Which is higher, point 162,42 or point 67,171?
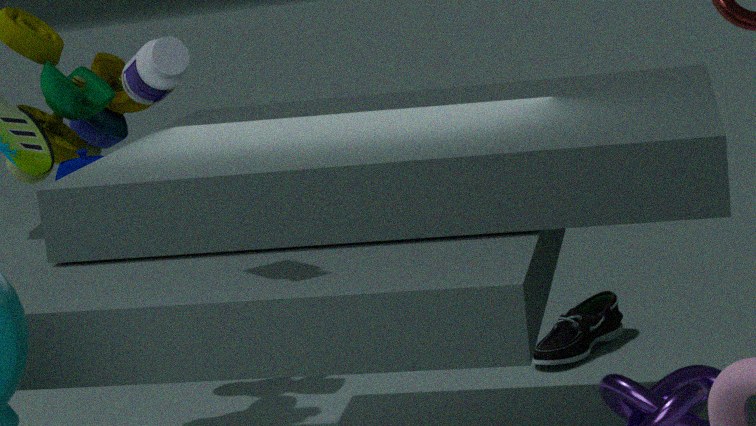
point 162,42
